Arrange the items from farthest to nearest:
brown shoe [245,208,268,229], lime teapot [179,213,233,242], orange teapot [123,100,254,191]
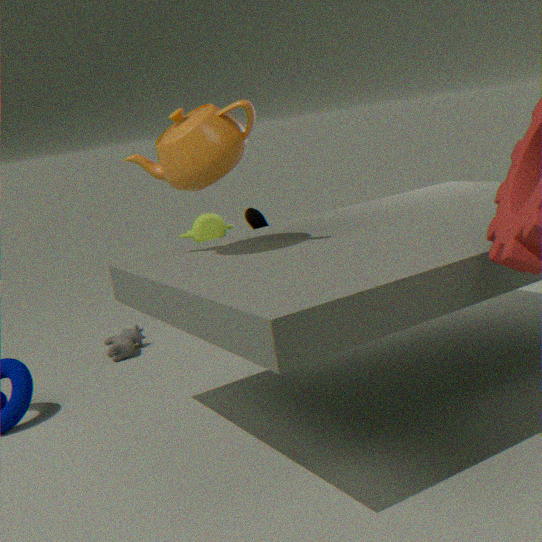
lime teapot [179,213,233,242] → brown shoe [245,208,268,229] → orange teapot [123,100,254,191]
